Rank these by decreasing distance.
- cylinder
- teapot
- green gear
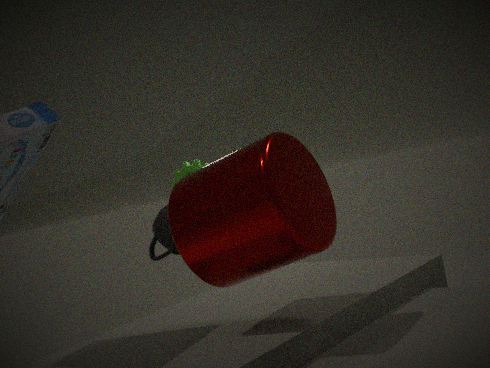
green gear
teapot
cylinder
